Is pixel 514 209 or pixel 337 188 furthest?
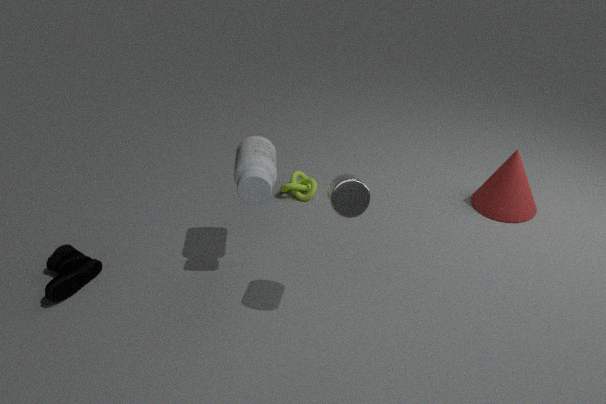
pixel 514 209
